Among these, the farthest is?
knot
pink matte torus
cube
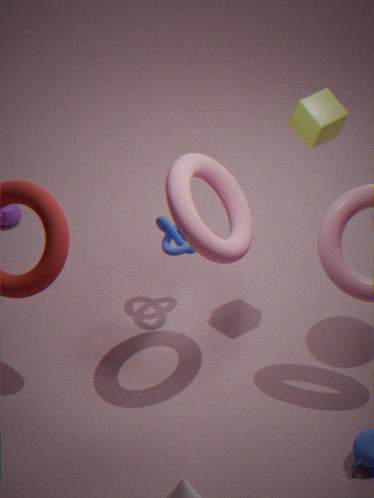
knot
